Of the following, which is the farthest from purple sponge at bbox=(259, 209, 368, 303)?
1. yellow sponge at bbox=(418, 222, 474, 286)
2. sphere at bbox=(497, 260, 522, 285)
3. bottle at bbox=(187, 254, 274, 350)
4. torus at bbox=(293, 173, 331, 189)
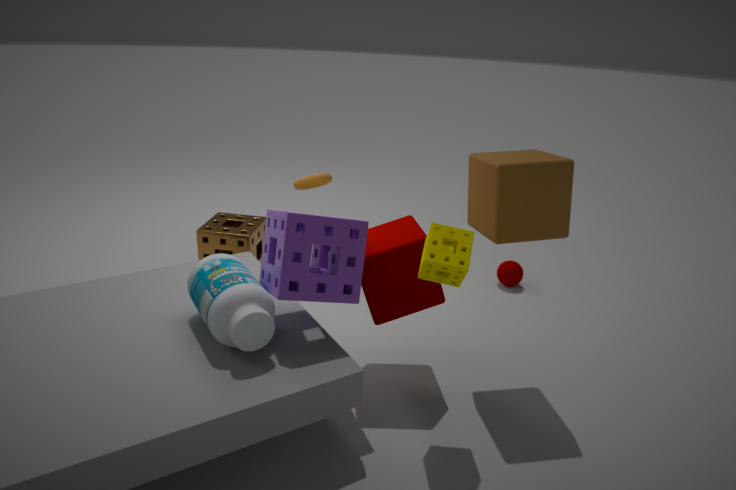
sphere at bbox=(497, 260, 522, 285)
